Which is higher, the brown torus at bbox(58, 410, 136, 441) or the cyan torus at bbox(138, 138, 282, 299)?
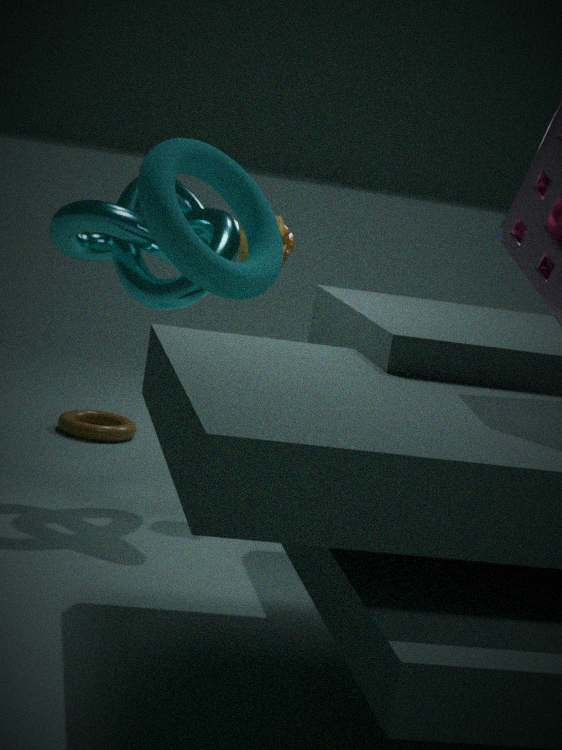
the cyan torus at bbox(138, 138, 282, 299)
